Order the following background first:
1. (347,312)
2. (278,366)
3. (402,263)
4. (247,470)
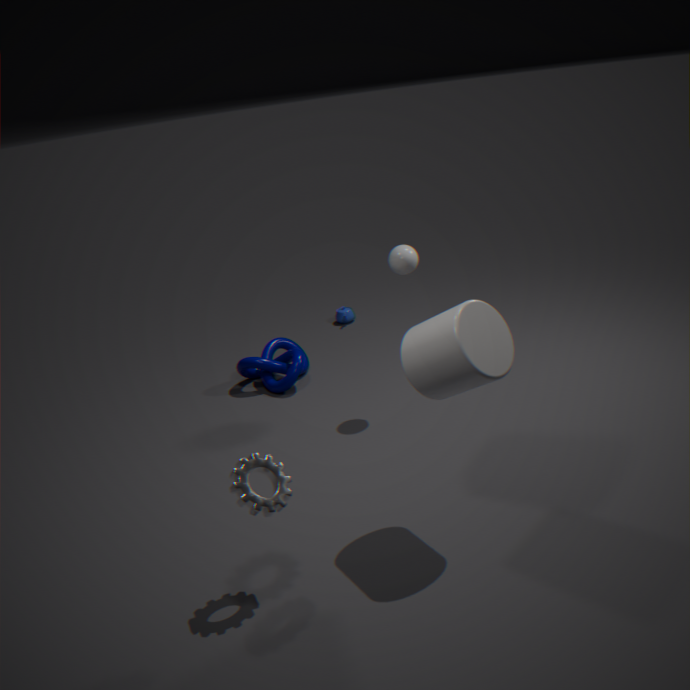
1. (347,312)
2. (278,366)
3. (402,263)
4. (247,470)
